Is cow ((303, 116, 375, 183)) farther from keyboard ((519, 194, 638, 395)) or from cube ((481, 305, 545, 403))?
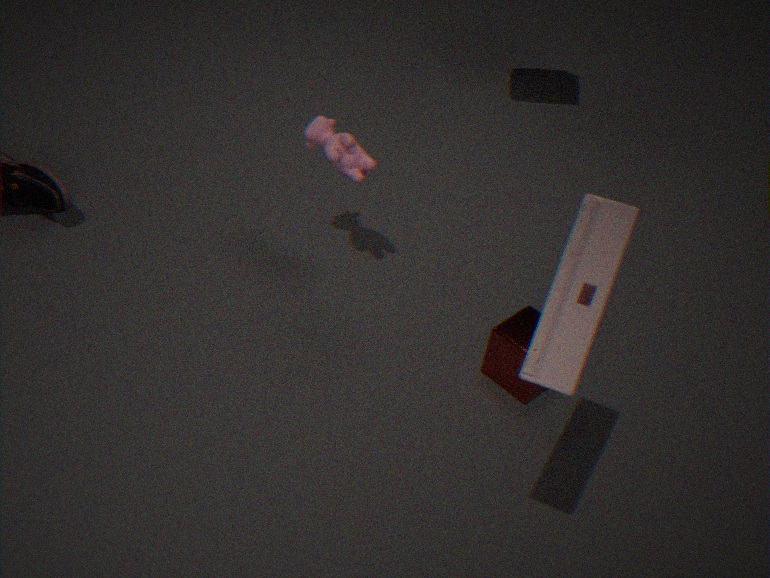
keyboard ((519, 194, 638, 395))
